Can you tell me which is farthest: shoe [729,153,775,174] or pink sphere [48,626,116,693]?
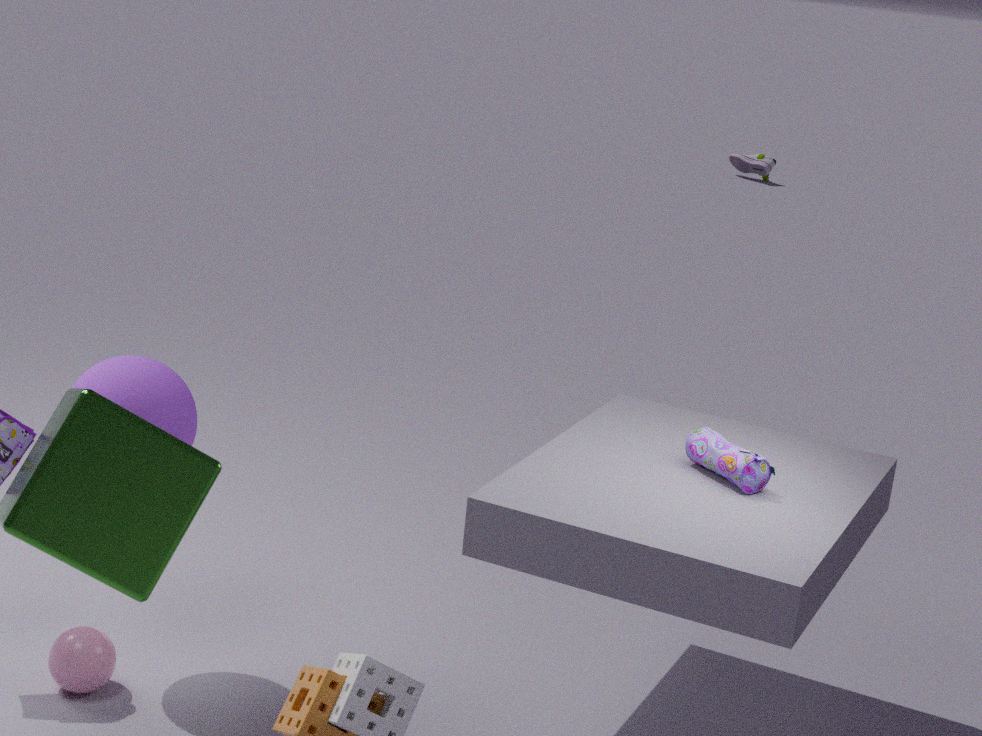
shoe [729,153,775,174]
